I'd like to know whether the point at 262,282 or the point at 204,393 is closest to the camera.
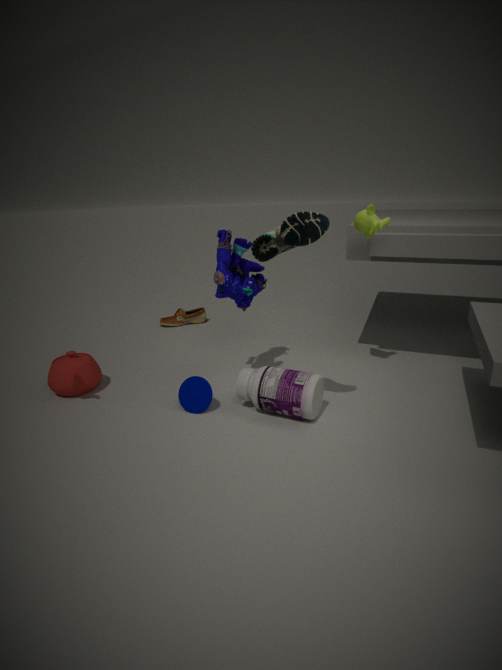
the point at 204,393
